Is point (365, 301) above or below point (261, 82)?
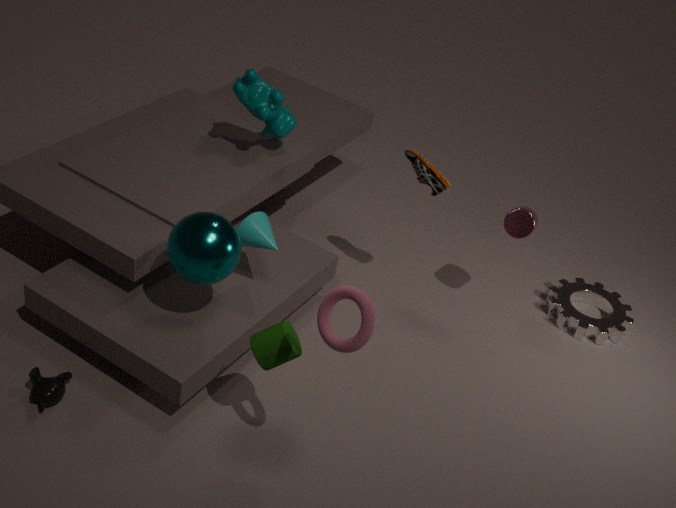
above
